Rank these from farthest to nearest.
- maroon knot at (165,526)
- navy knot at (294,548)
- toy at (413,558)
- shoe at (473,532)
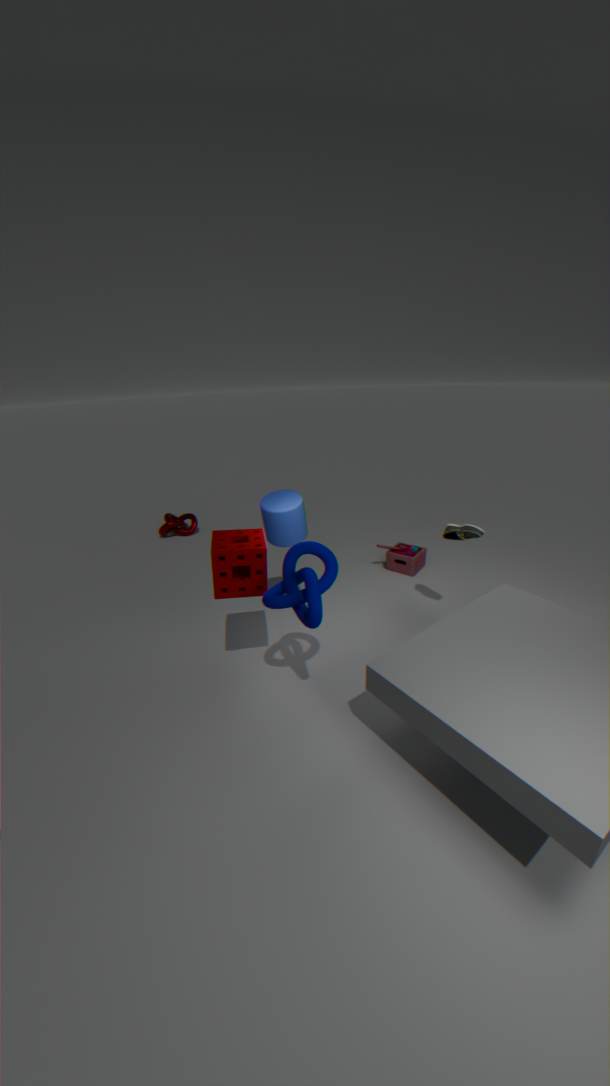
maroon knot at (165,526) → toy at (413,558) → shoe at (473,532) → navy knot at (294,548)
